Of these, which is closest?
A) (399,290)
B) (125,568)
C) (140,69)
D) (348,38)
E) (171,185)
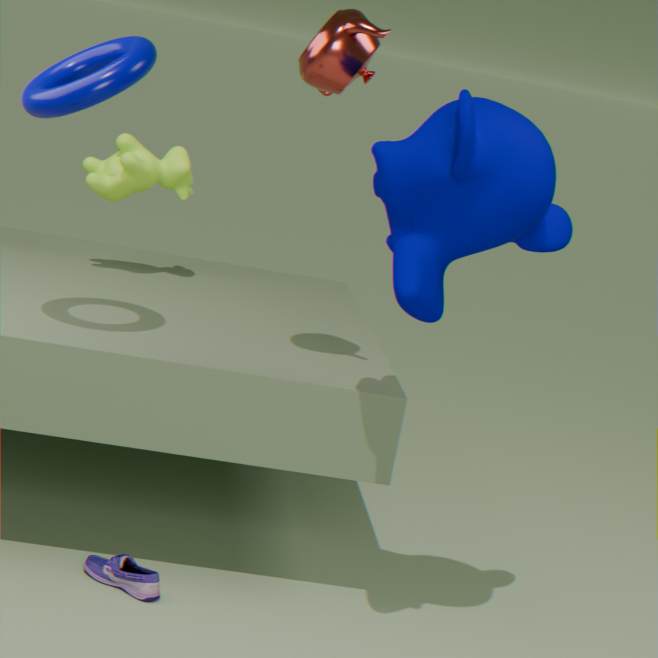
(399,290)
